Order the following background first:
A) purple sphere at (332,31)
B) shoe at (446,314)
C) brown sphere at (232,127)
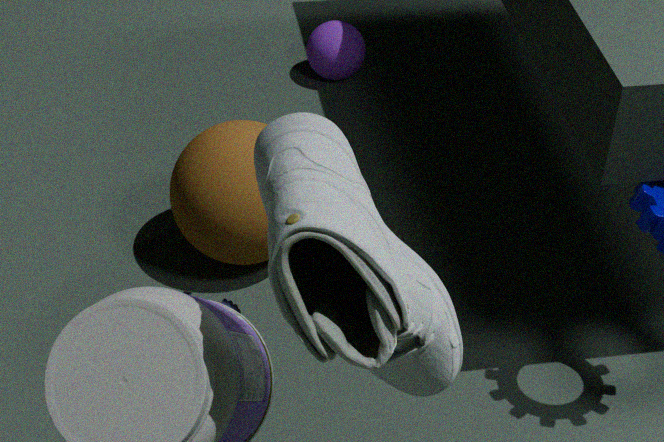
1. purple sphere at (332,31)
2. brown sphere at (232,127)
3. shoe at (446,314)
